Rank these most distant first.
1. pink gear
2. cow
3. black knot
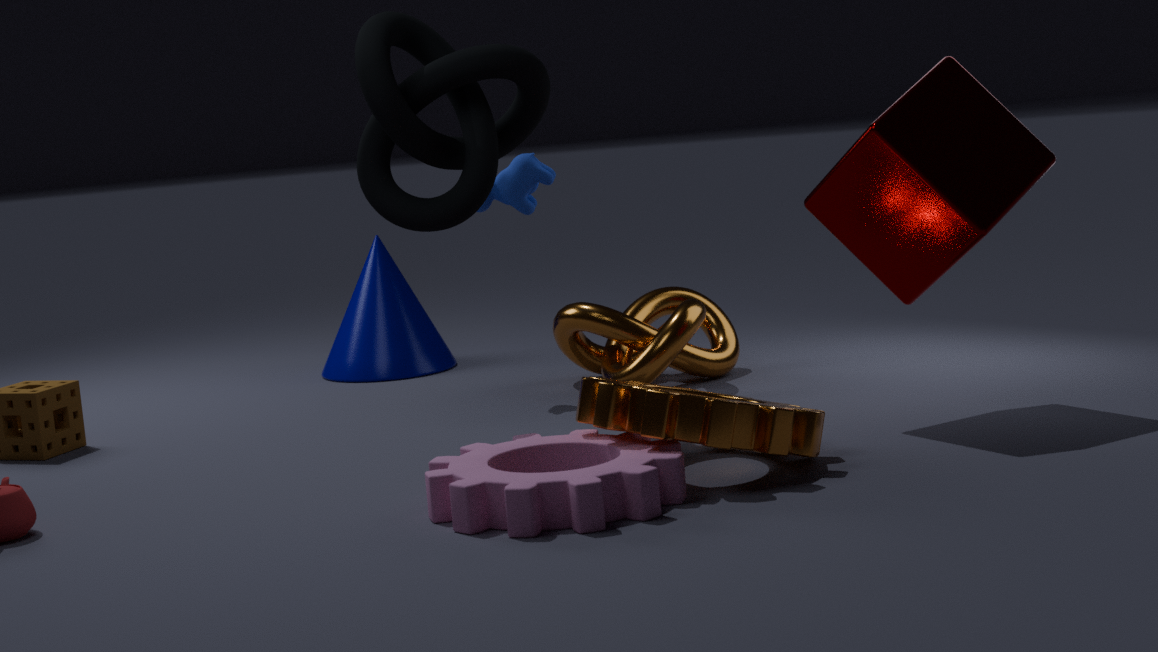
cow < black knot < pink gear
